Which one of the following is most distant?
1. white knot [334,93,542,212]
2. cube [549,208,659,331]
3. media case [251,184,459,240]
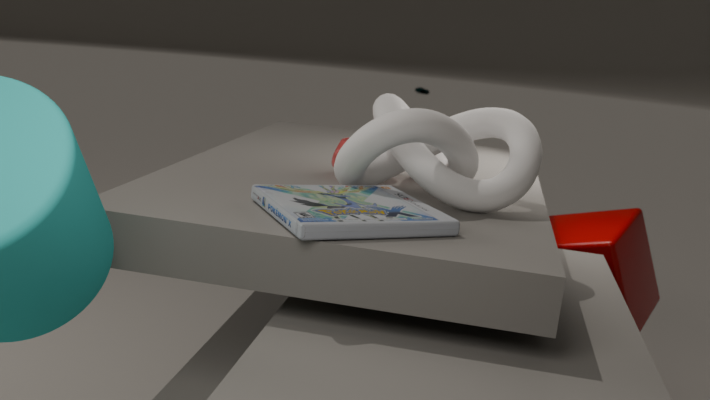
cube [549,208,659,331]
